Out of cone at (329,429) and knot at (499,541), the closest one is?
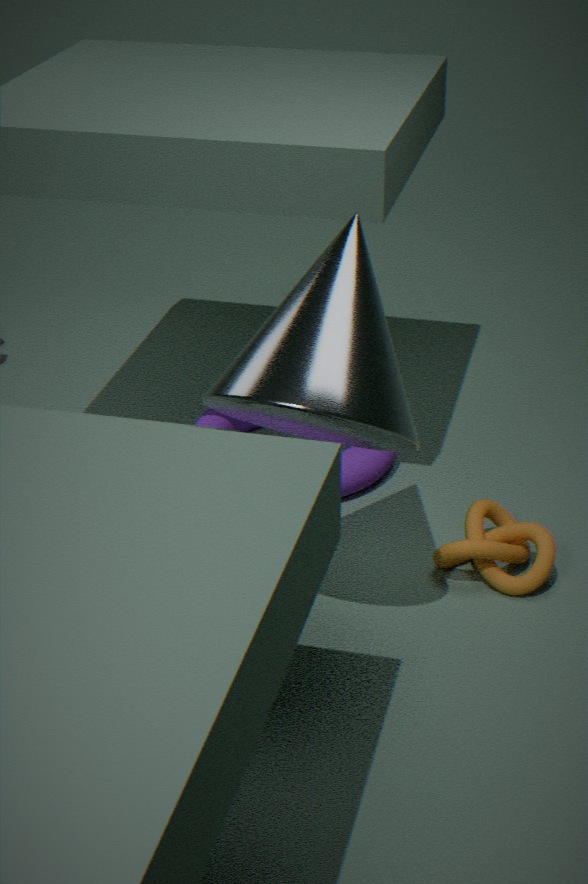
cone at (329,429)
